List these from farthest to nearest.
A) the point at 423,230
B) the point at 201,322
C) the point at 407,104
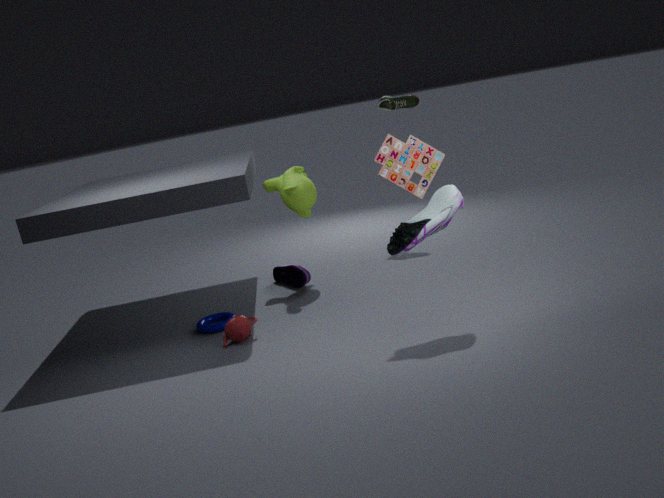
the point at 407,104, the point at 201,322, the point at 423,230
